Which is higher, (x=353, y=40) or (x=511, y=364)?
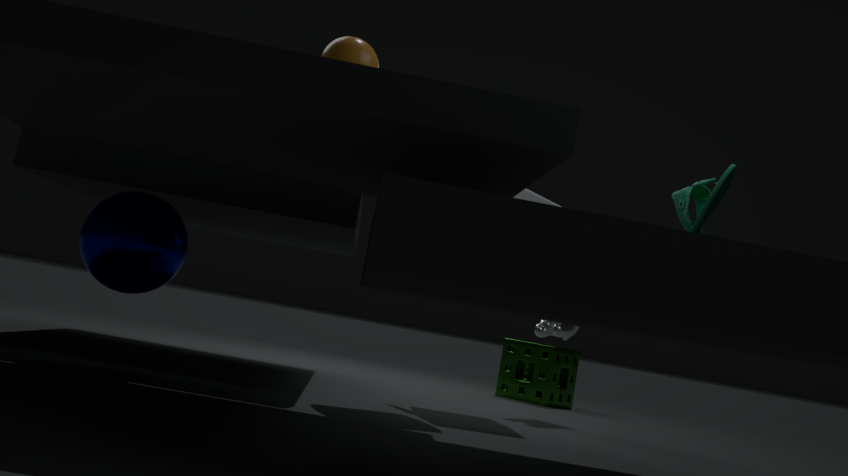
(x=353, y=40)
